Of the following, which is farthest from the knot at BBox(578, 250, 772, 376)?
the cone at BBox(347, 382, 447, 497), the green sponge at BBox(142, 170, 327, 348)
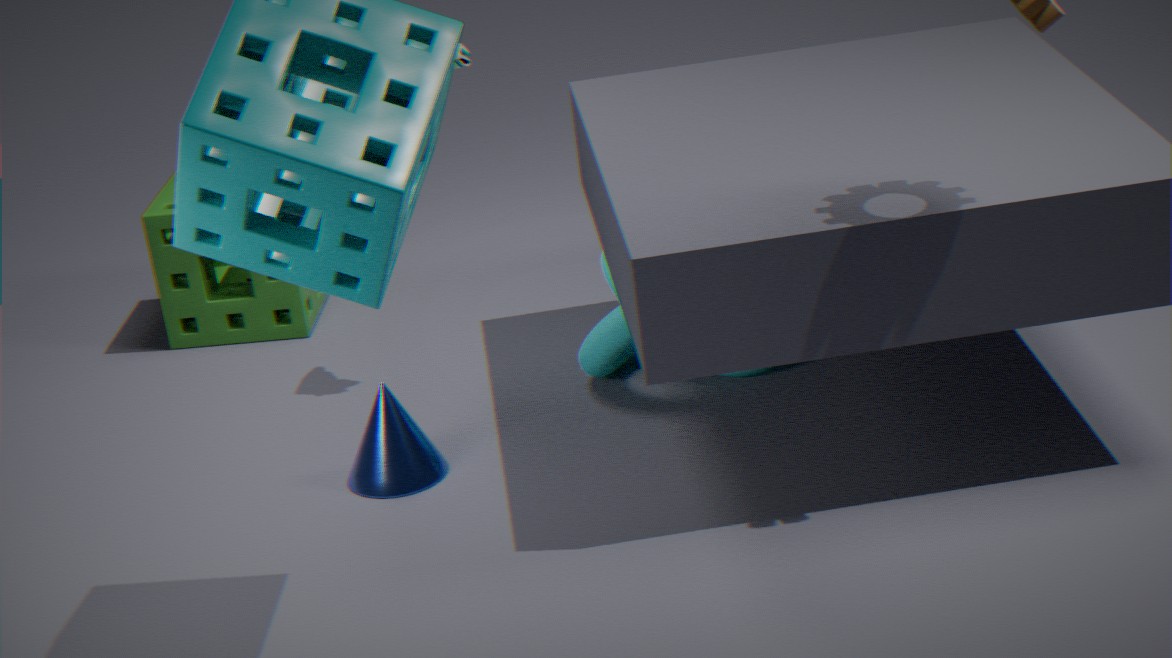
the green sponge at BBox(142, 170, 327, 348)
